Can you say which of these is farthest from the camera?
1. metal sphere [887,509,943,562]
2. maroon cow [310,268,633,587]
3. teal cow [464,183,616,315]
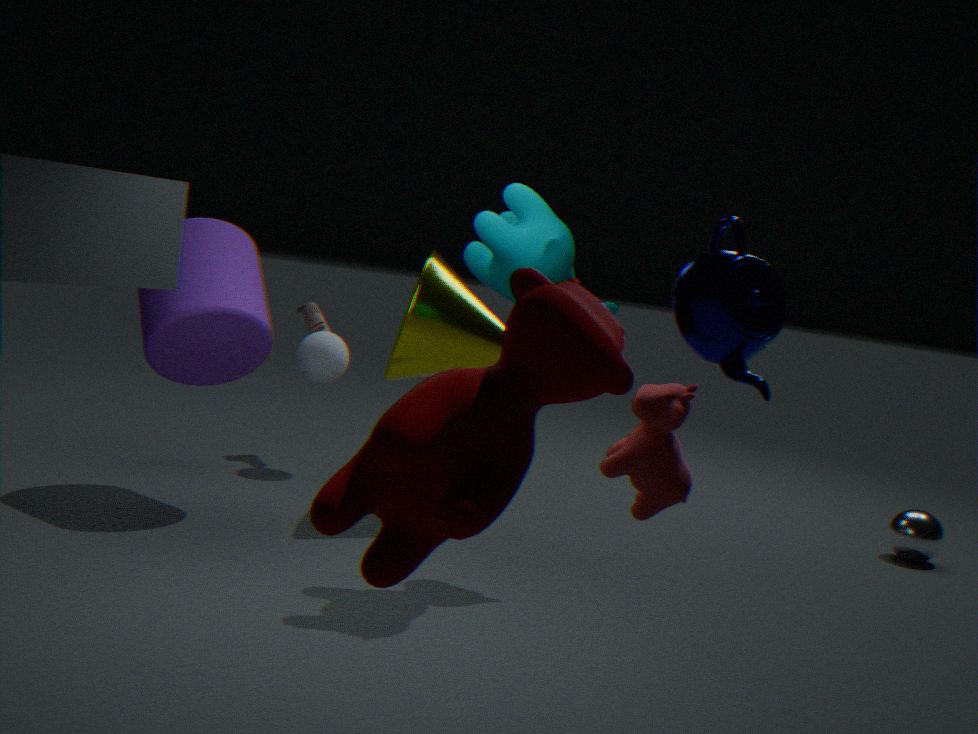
metal sphere [887,509,943,562]
